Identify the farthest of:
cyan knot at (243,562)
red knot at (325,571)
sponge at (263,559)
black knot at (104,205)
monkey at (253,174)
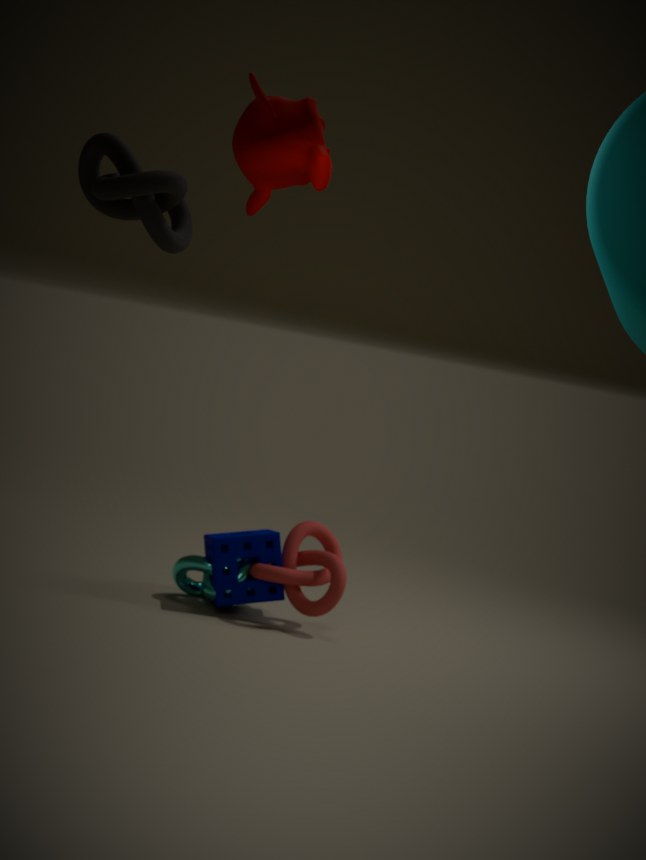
cyan knot at (243,562)
